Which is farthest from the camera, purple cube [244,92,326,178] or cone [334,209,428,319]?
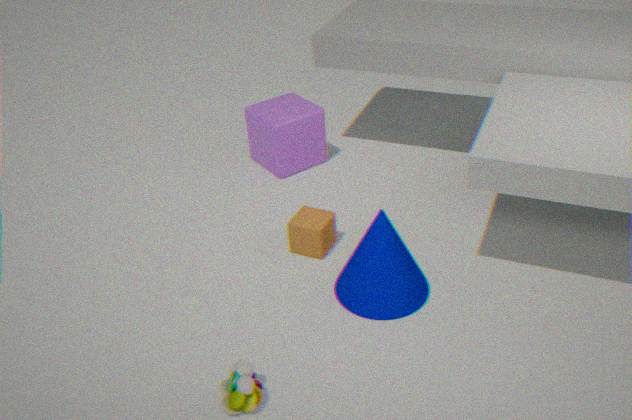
purple cube [244,92,326,178]
